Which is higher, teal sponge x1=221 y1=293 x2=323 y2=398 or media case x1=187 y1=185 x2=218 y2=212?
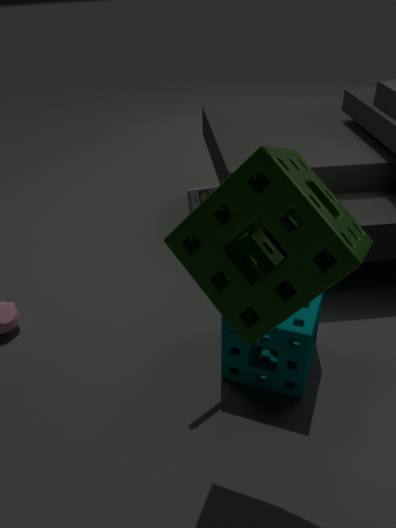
media case x1=187 y1=185 x2=218 y2=212
